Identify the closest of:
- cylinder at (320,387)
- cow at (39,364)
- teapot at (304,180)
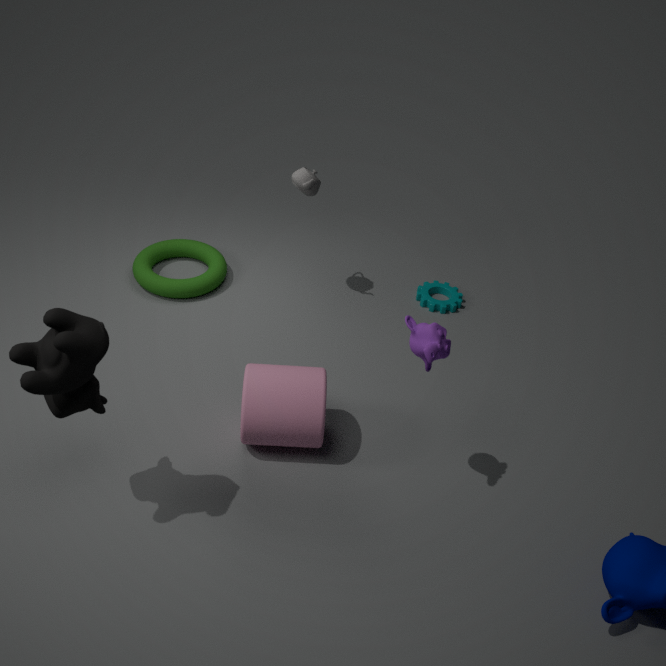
cow at (39,364)
